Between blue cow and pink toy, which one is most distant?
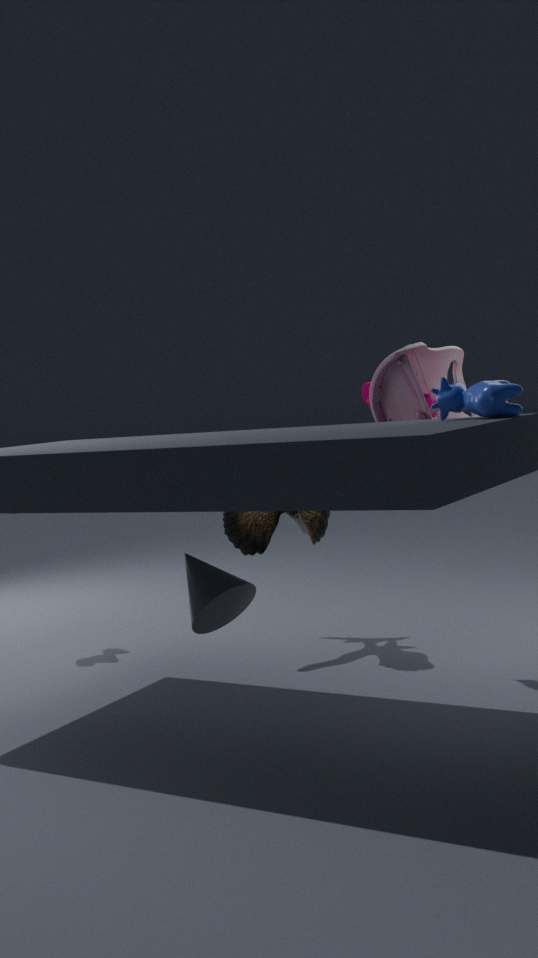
pink toy
